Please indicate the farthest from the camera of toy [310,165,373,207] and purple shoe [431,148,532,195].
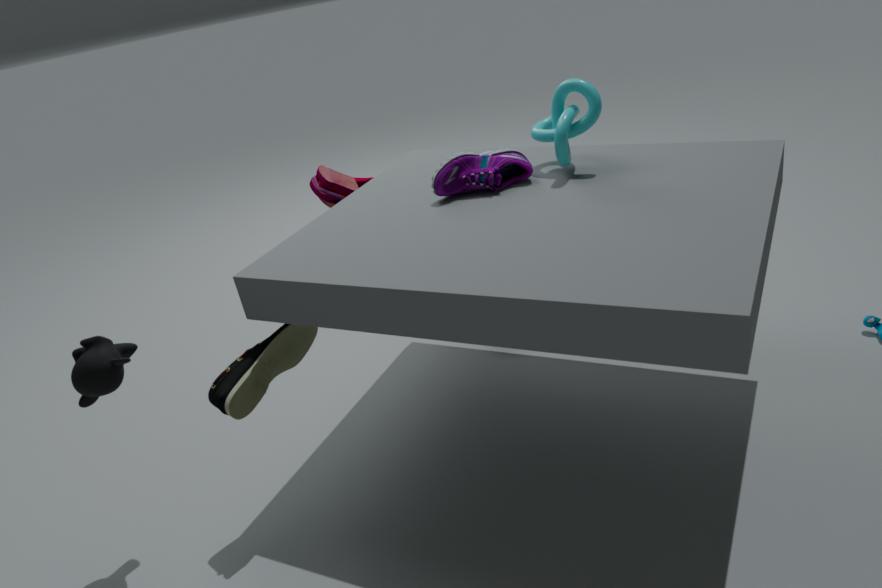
toy [310,165,373,207]
